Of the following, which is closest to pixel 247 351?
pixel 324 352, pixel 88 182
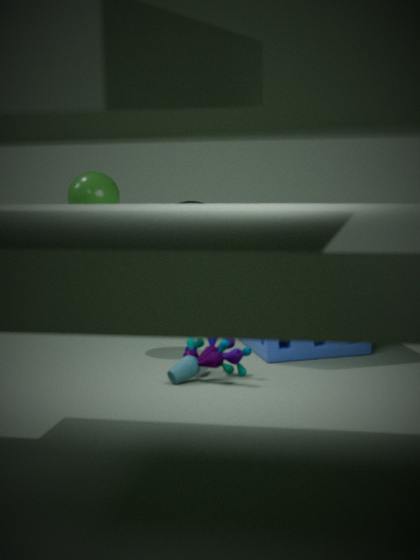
pixel 324 352
